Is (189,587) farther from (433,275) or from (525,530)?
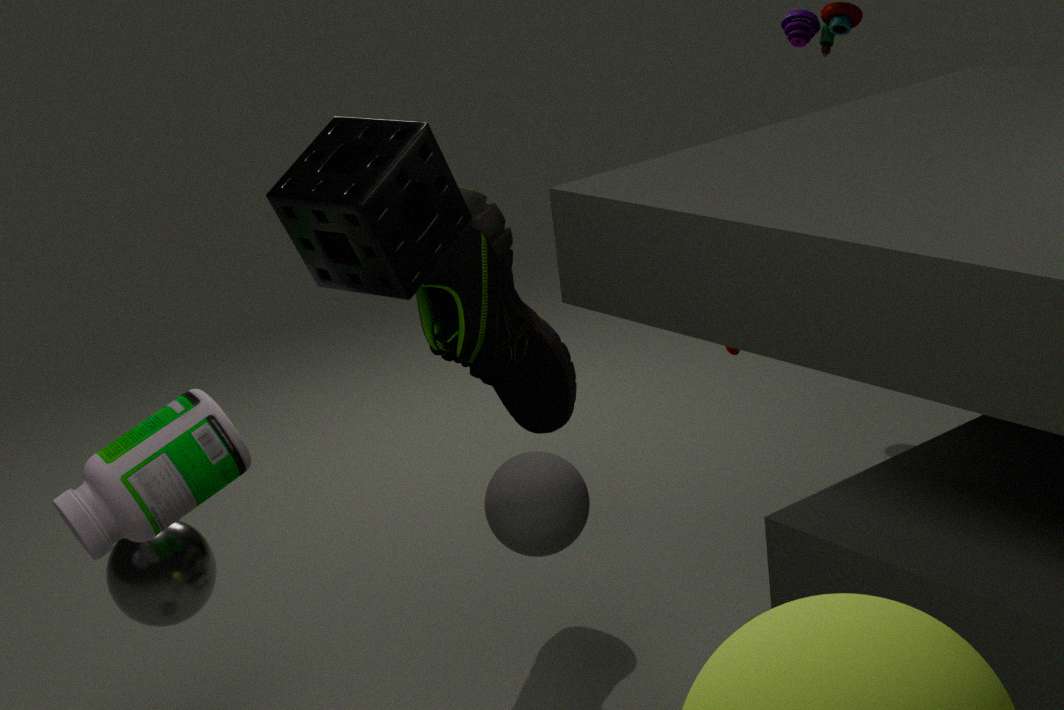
(433,275)
